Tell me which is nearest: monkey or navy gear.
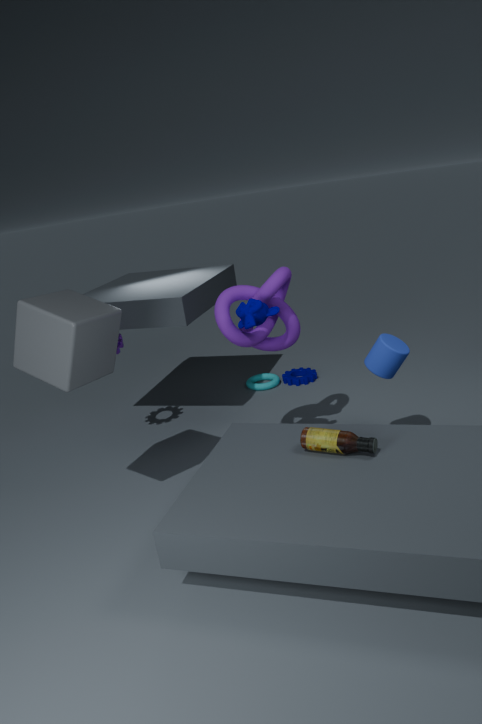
monkey
